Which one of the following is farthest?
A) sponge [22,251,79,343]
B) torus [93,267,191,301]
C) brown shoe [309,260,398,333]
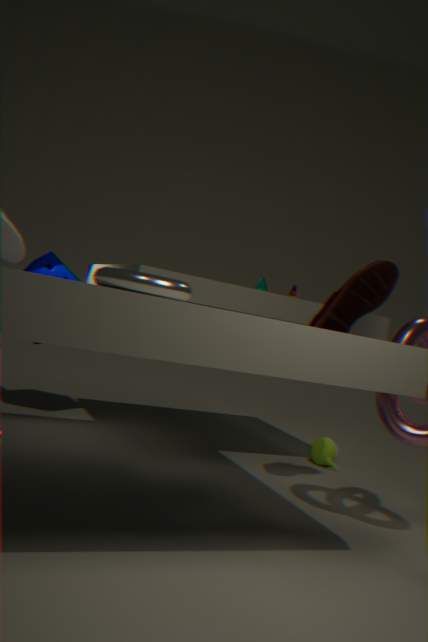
sponge [22,251,79,343]
